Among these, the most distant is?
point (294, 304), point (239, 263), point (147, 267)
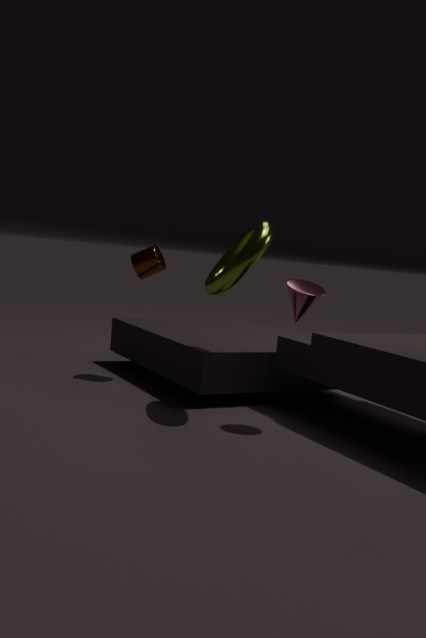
point (147, 267)
